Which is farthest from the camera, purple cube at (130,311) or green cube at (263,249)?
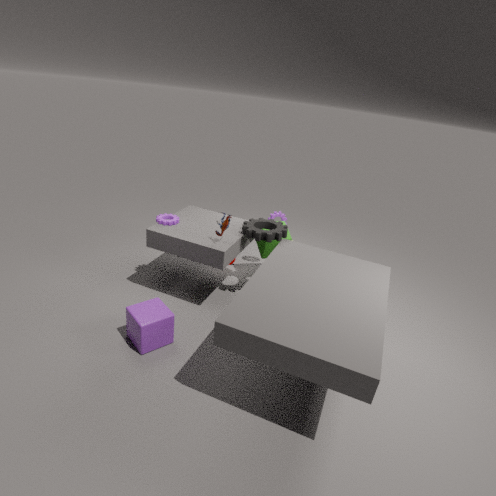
green cube at (263,249)
